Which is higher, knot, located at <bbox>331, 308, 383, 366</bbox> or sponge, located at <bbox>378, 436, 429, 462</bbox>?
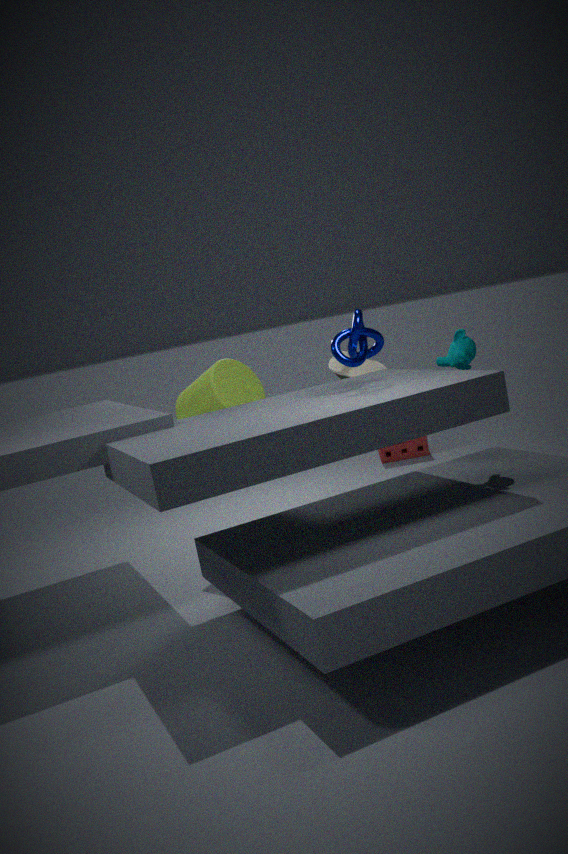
knot, located at <bbox>331, 308, 383, 366</bbox>
